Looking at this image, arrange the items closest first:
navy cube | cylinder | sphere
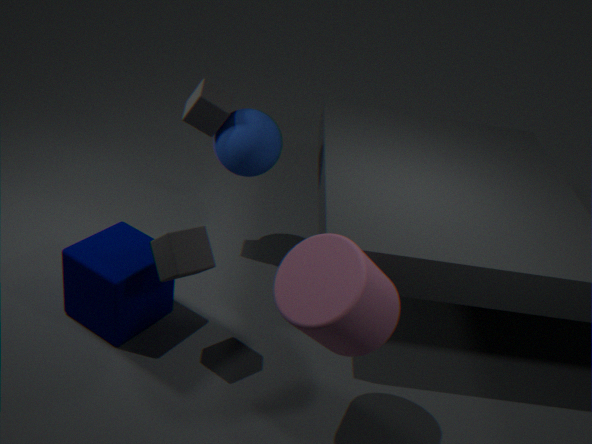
cylinder
navy cube
sphere
